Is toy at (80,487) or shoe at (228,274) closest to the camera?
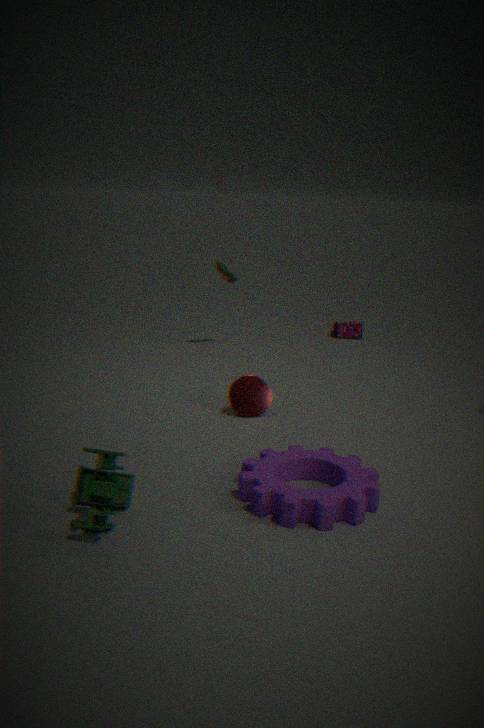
toy at (80,487)
